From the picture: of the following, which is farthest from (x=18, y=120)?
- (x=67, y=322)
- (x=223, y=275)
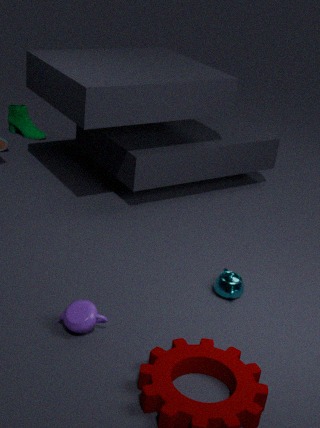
(x=67, y=322)
